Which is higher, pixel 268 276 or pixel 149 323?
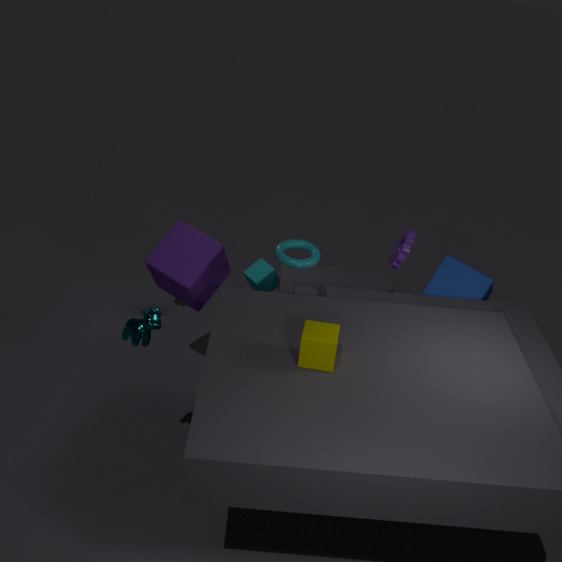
pixel 149 323
